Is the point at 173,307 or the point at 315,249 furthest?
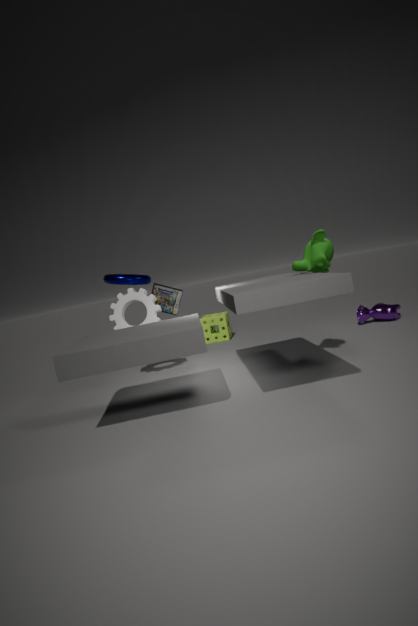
the point at 173,307
